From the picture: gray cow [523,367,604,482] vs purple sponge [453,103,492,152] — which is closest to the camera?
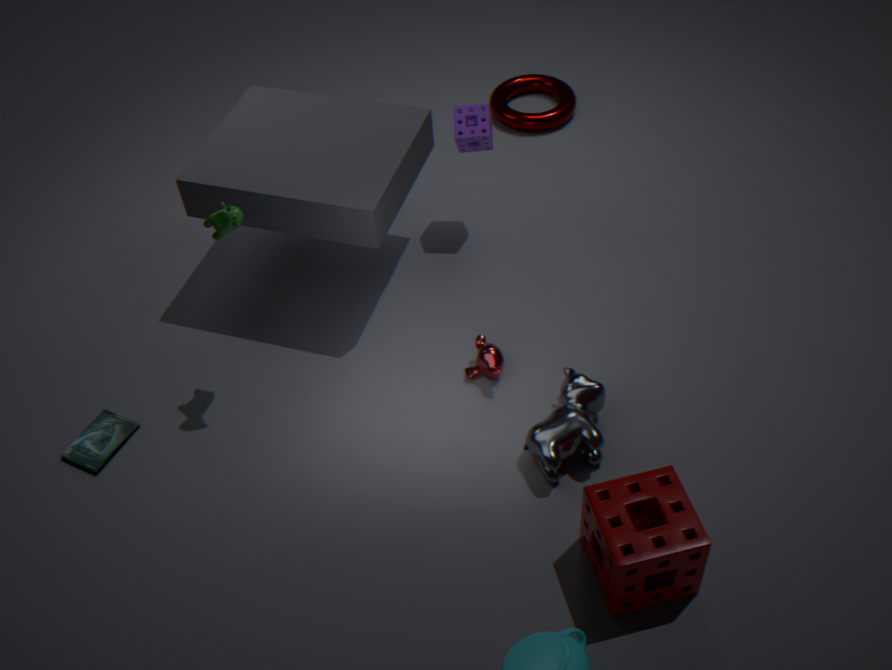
gray cow [523,367,604,482]
